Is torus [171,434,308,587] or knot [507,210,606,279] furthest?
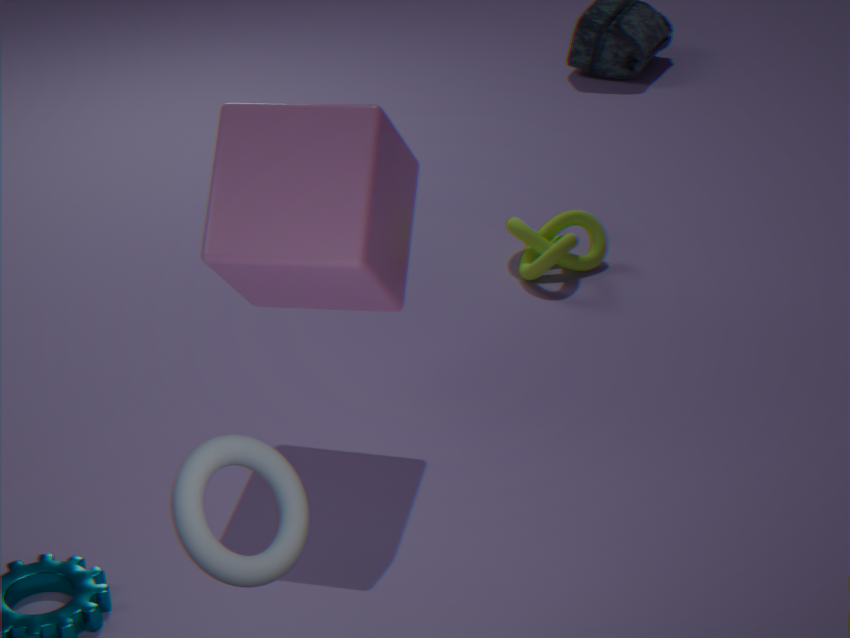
knot [507,210,606,279]
